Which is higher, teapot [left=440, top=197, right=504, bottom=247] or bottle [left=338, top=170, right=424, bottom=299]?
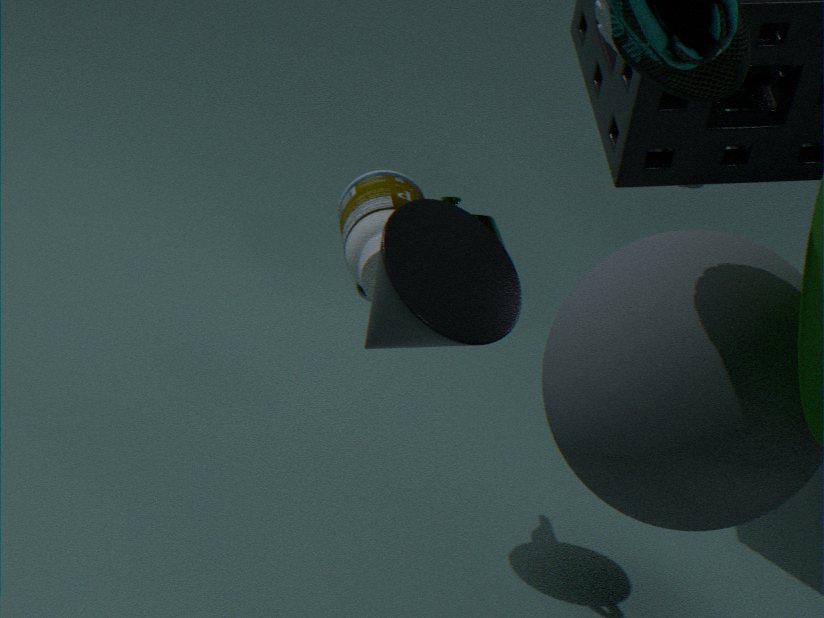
teapot [left=440, top=197, right=504, bottom=247]
